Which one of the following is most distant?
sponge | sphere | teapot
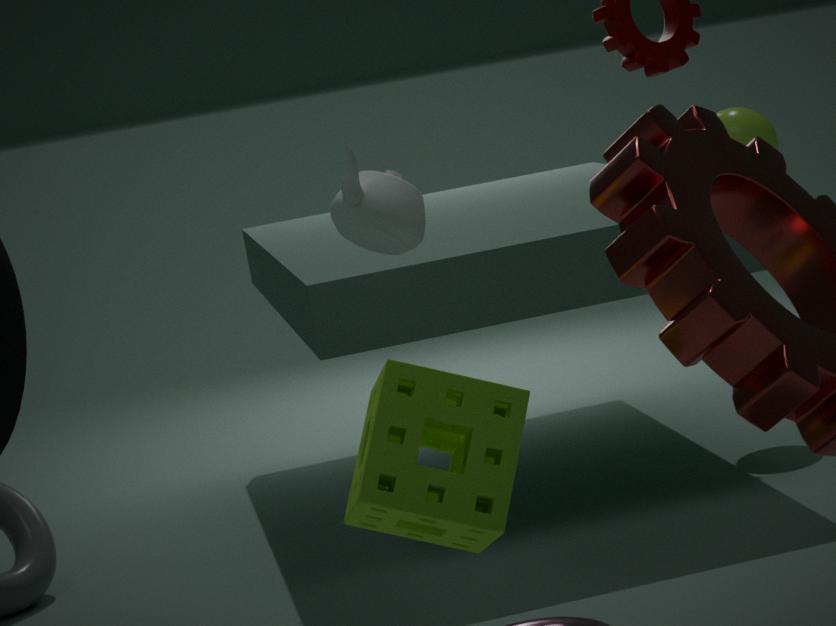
sphere
